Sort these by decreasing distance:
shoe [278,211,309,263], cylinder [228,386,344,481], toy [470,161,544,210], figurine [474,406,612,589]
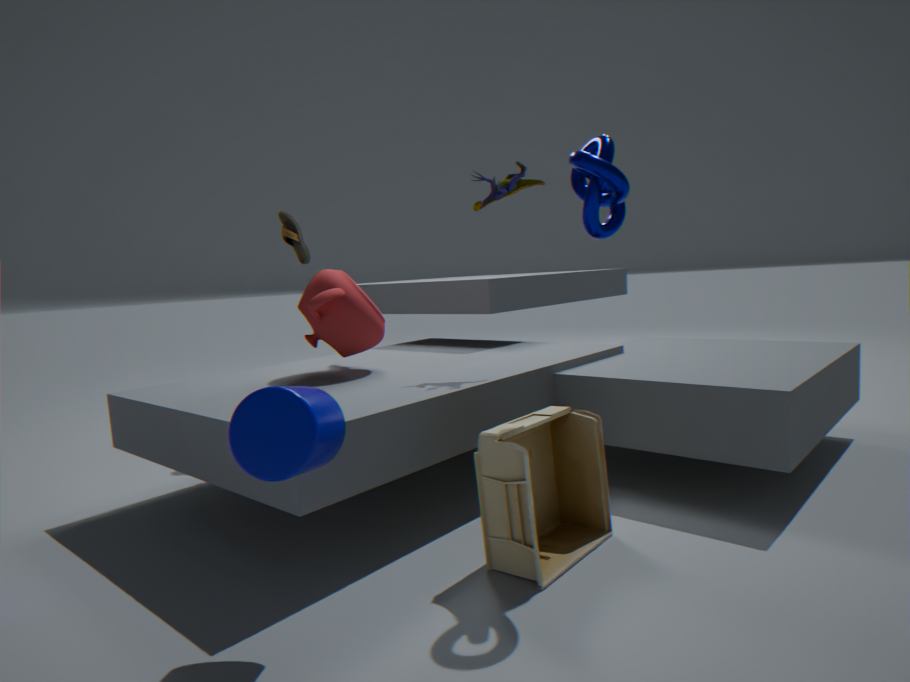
shoe [278,211,309,263], toy [470,161,544,210], figurine [474,406,612,589], cylinder [228,386,344,481]
